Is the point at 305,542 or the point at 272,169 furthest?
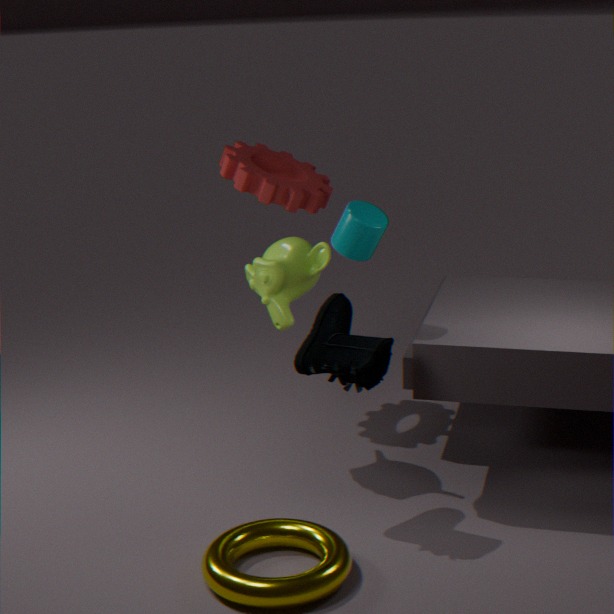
the point at 272,169
